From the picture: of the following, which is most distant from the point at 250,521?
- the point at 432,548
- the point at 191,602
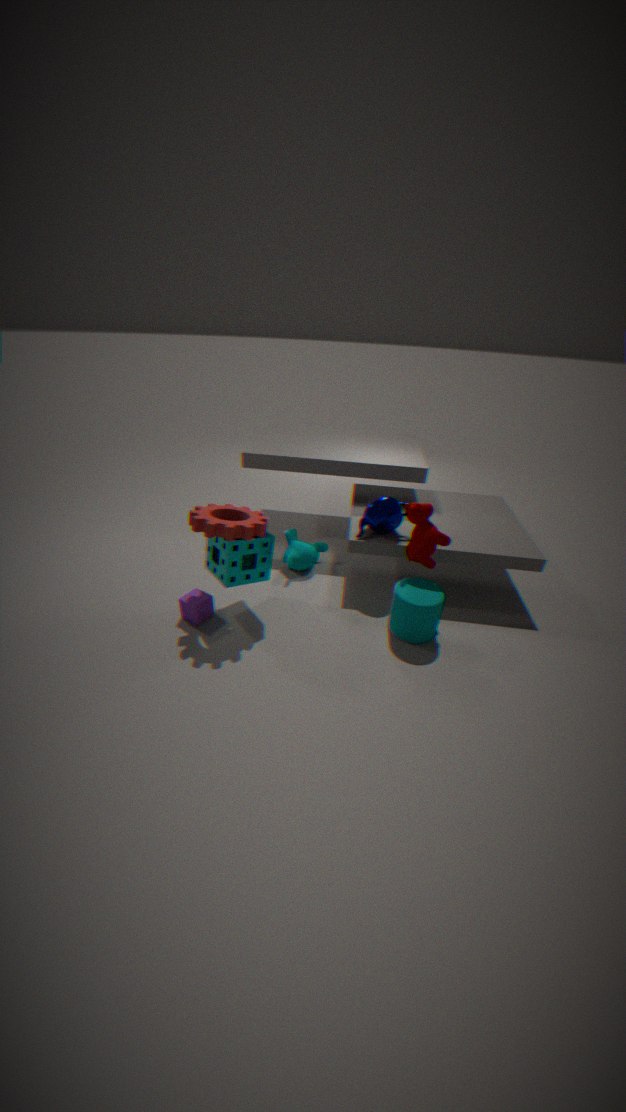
the point at 432,548
